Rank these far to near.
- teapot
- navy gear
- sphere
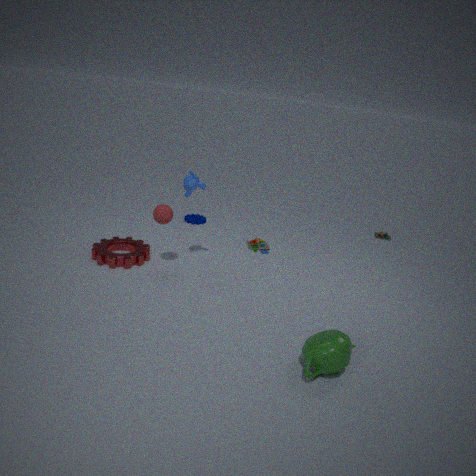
navy gear → sphere → teapot
